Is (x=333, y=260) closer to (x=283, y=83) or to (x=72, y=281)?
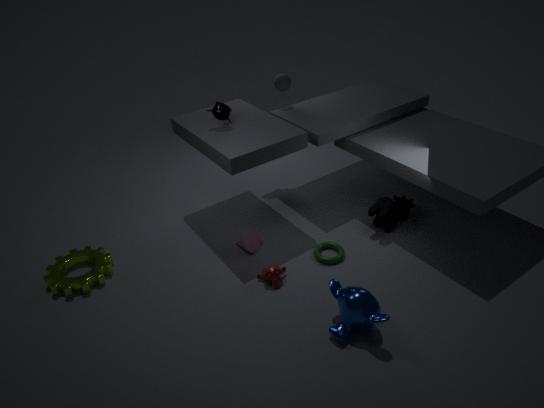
(x=283, y=83)
